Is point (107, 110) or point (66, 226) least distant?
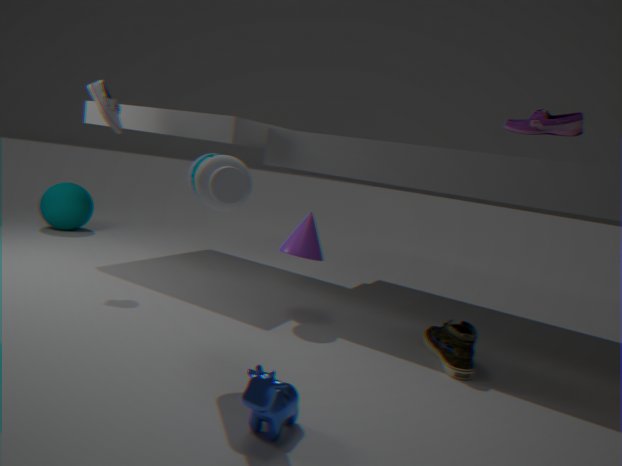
point (107, 110)
